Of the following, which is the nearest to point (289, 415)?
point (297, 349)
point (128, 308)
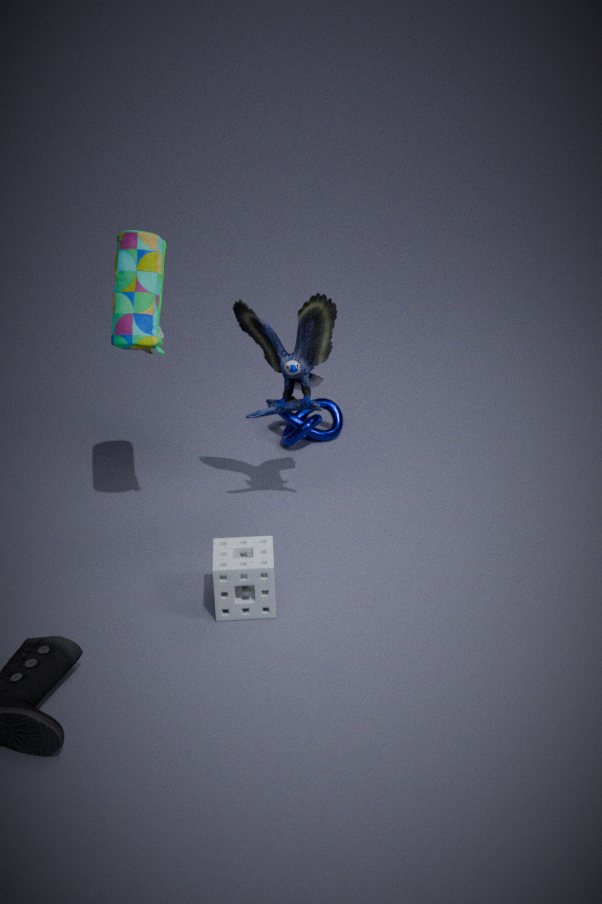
point (297, 349)
